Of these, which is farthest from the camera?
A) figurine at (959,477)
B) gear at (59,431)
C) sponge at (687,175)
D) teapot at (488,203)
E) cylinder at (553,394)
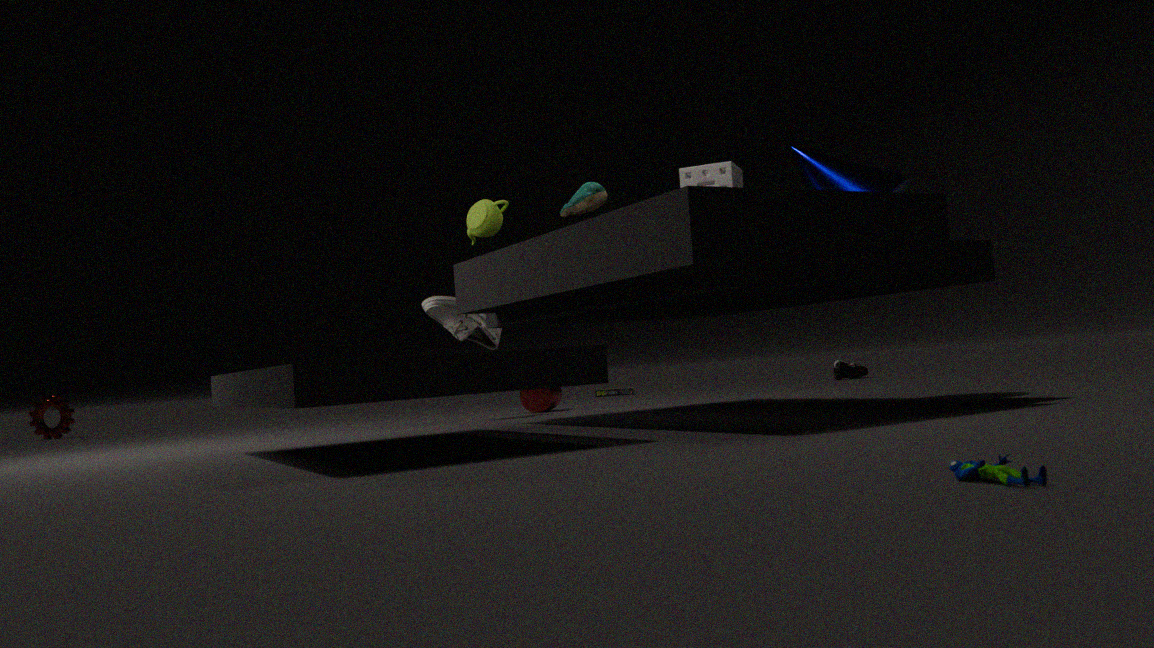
gear at (59,431)
